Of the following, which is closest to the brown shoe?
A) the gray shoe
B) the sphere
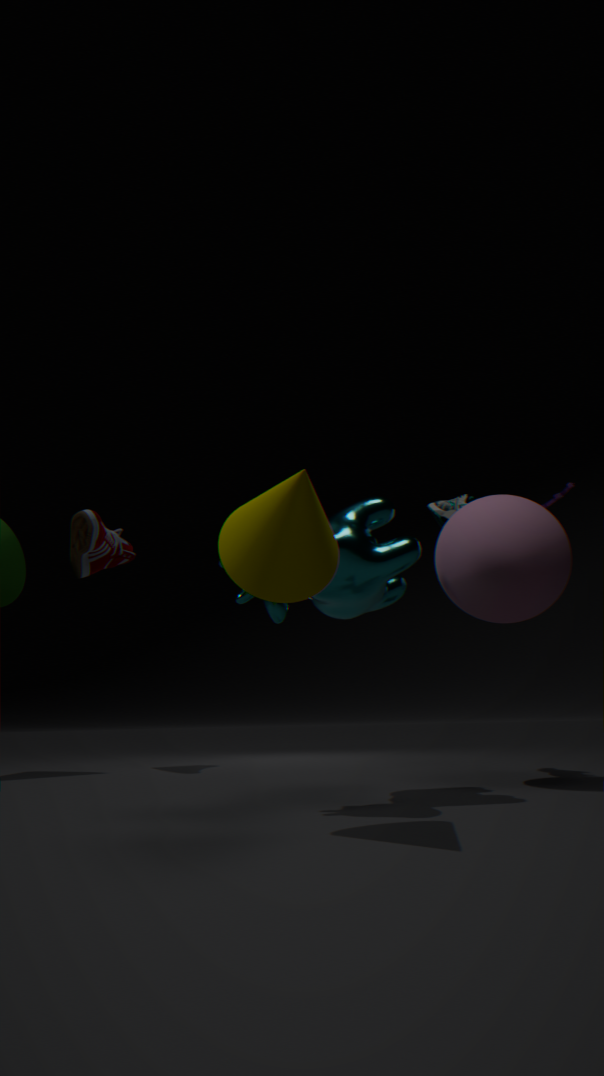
the gray shoe
